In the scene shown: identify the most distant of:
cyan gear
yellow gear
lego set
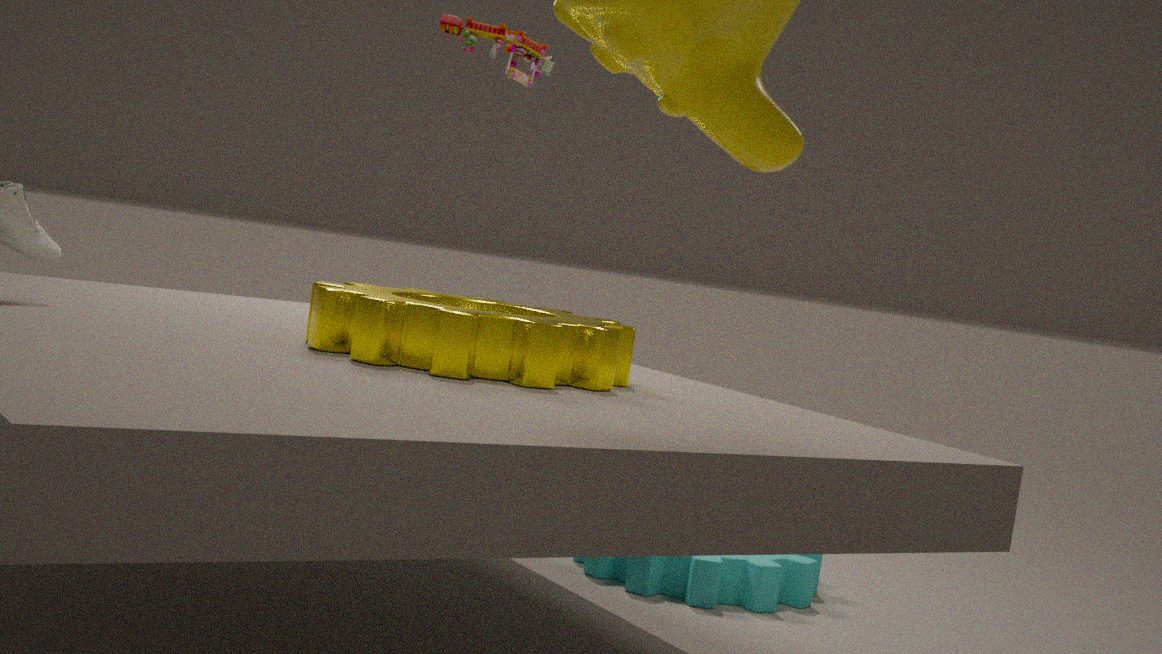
cyan gear
